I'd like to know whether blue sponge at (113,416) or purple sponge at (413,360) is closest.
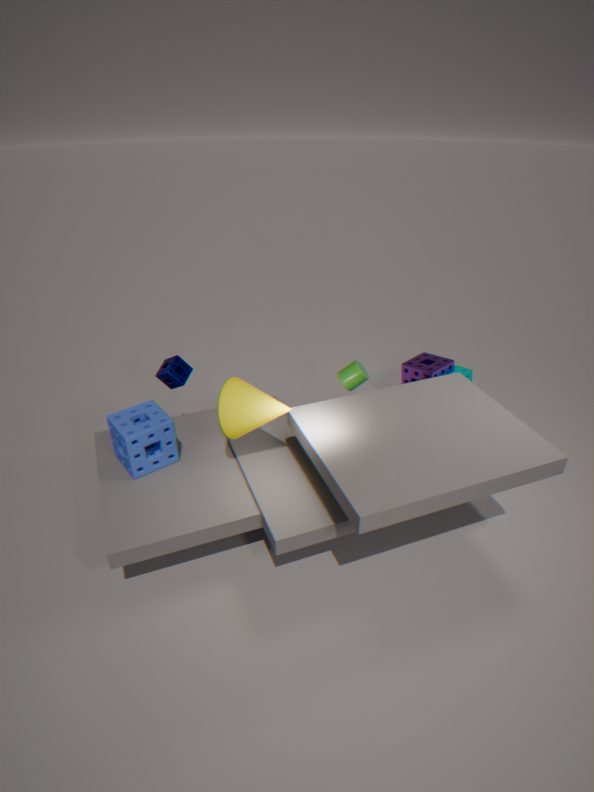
blue sponge at (113,416)
